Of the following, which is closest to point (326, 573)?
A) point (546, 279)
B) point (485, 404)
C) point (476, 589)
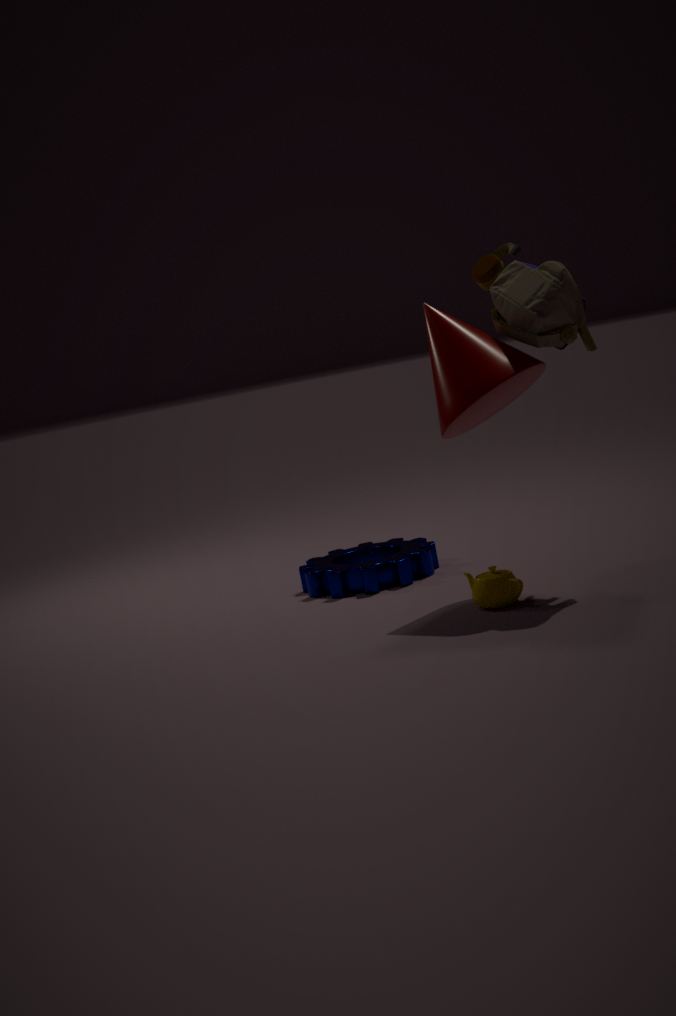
point (476, 589)
